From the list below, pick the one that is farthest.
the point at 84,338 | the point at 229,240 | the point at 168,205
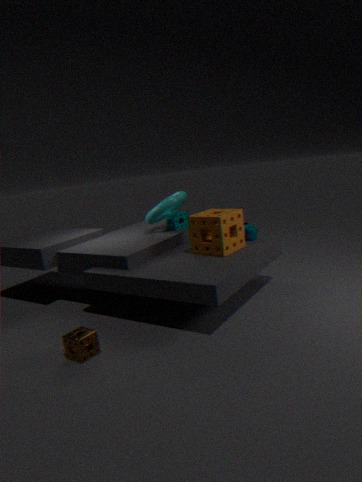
the point at 168,205
